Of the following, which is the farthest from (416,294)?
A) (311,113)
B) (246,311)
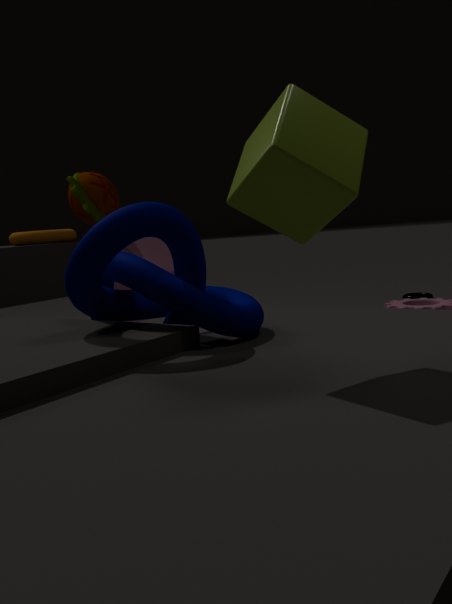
(311,113)
